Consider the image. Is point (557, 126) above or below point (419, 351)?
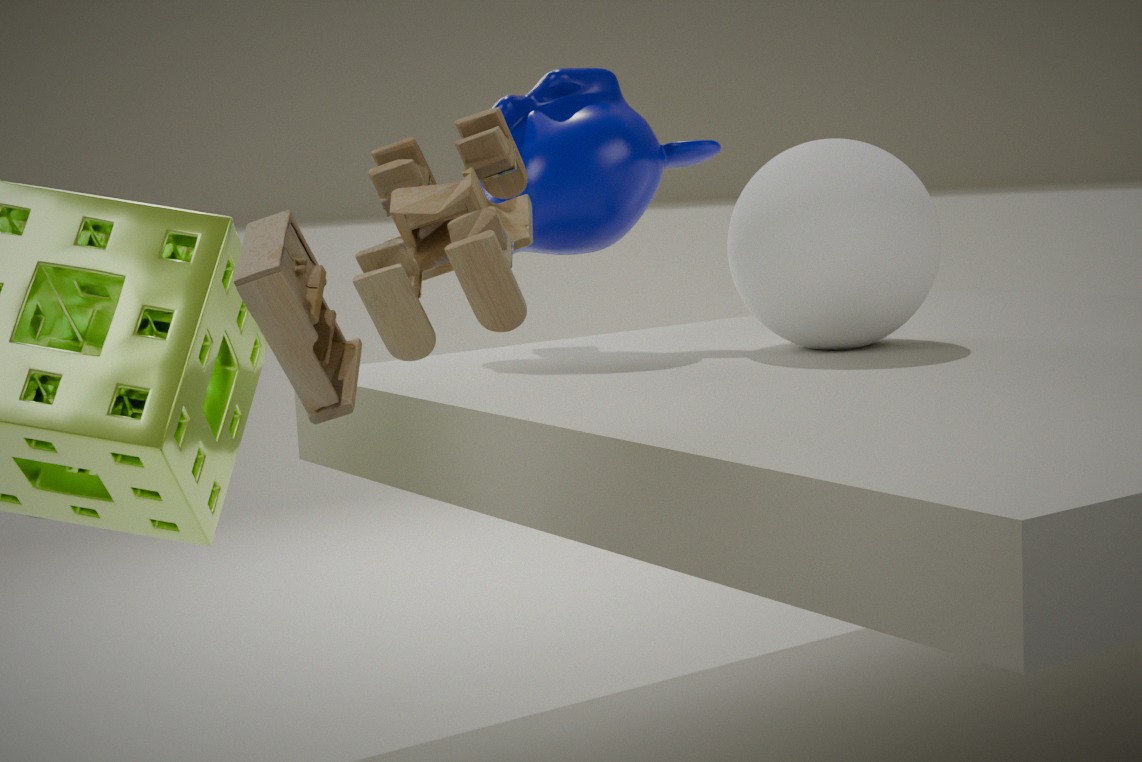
above
